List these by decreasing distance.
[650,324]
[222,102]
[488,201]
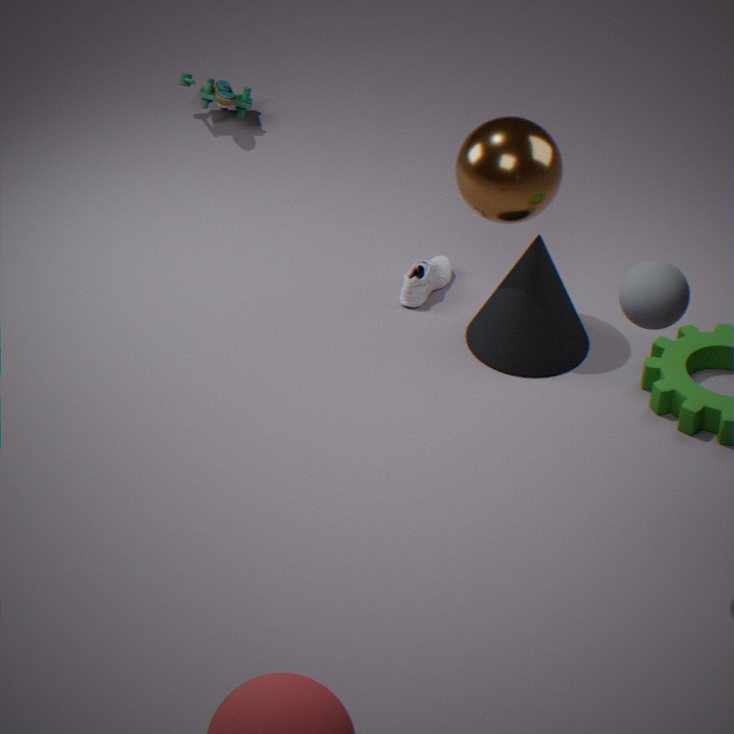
1. [222,102]
2. [488,201]
3. [650,324]
